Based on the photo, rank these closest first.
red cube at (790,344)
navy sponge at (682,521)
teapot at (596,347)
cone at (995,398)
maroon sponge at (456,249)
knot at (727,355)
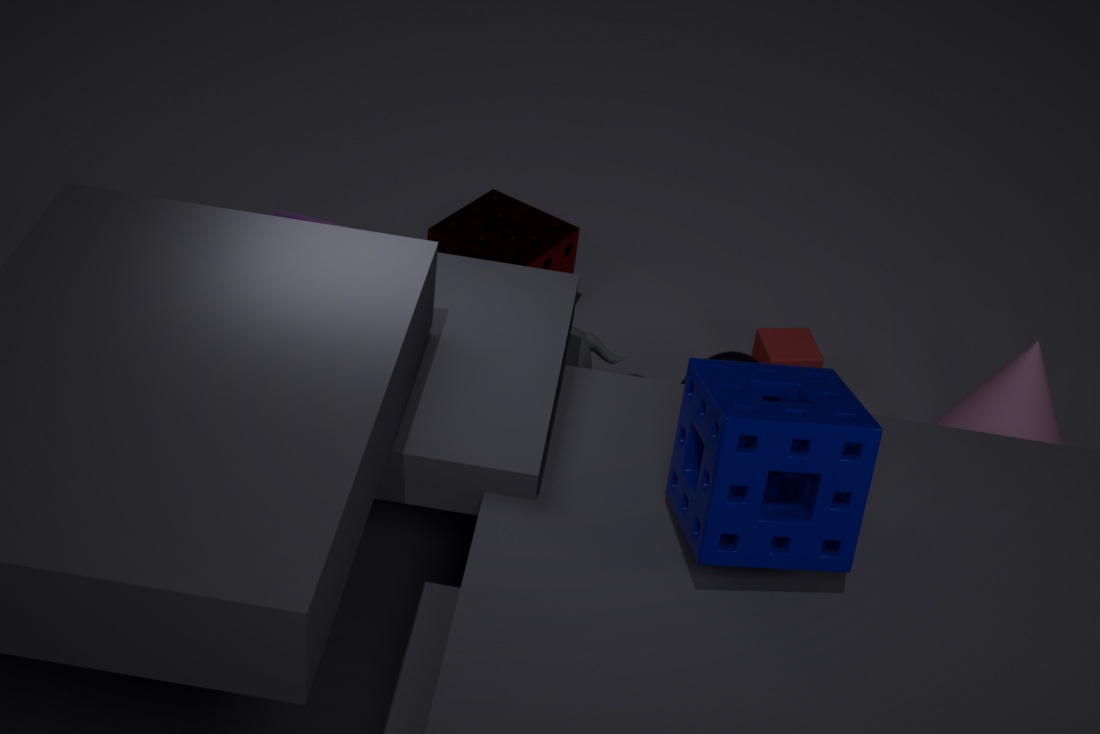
navy sponge at (682,521) → teapot at (596,347) → cone at (995,398) → knot at (727,355) → maroon sponge at (456,249) → red cube at (790,344)
